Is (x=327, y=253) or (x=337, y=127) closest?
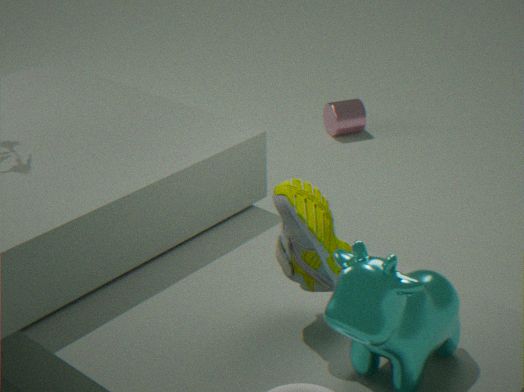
(x=327, y=253)
